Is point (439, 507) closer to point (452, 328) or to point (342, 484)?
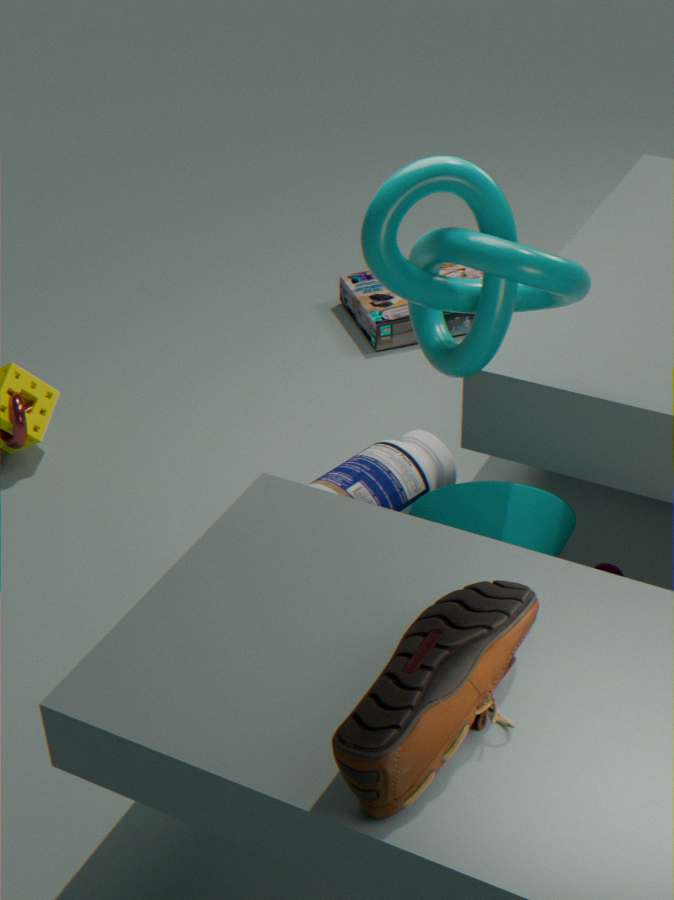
point (342, 484)
